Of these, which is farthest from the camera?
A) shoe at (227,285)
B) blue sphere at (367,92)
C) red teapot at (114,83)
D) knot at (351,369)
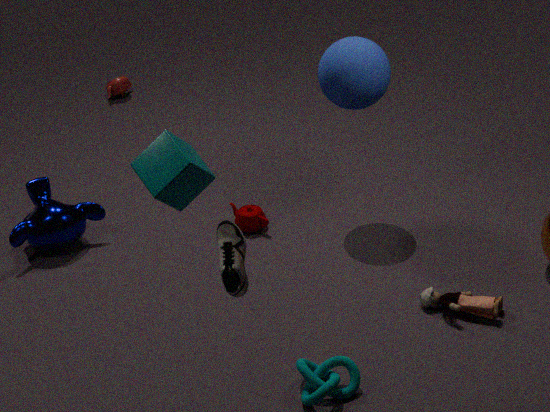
red teapot at (114,83)
